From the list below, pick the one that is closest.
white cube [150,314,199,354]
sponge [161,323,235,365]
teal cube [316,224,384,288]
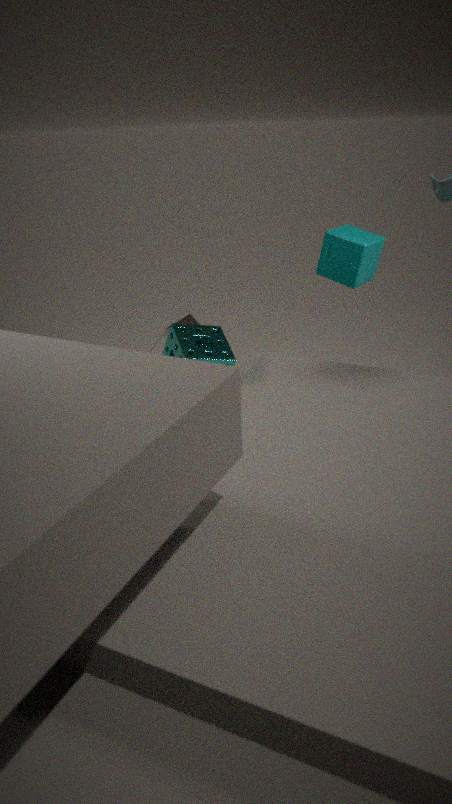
sponge [161,323,235,365]
